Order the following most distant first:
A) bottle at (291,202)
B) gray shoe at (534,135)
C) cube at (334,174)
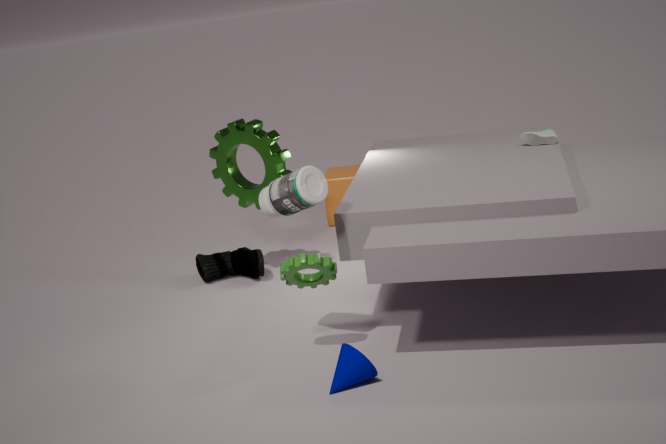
C. cube at (334,174) → B. gray shoe at (534,135) → A. bottle at (291,202)
